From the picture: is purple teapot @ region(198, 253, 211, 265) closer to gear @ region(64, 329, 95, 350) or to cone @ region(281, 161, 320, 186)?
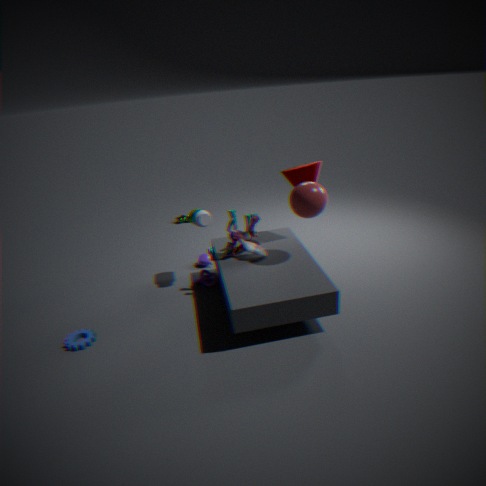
cone @ region(281, 161, 320, 186)
